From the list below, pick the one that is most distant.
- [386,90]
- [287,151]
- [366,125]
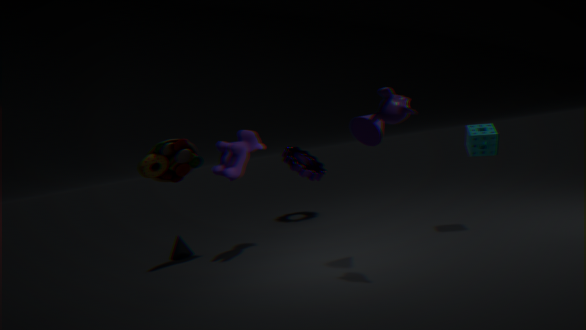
[287,151]
